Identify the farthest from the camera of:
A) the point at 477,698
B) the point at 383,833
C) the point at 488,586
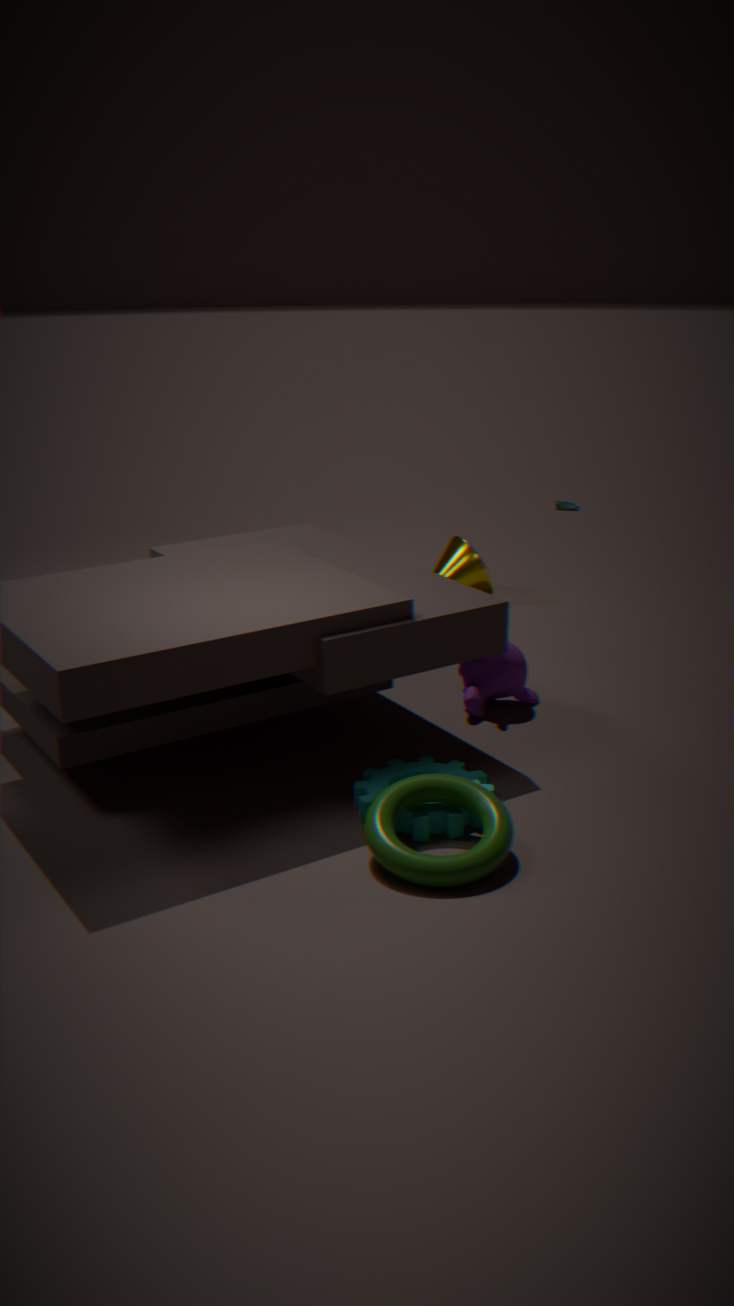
the point at 488,586
